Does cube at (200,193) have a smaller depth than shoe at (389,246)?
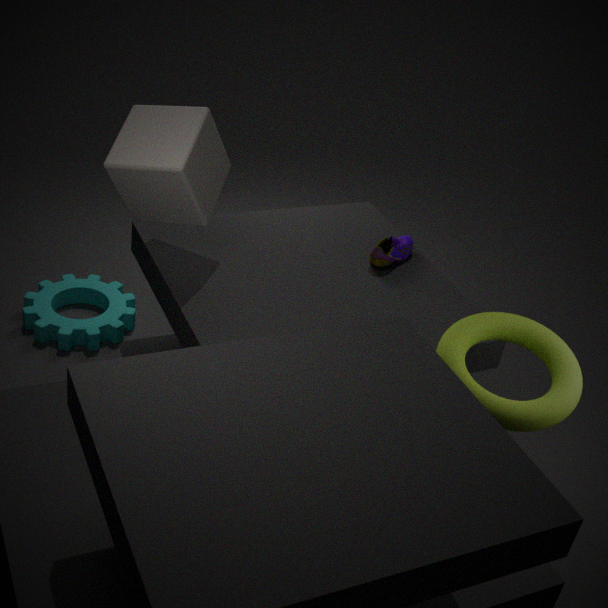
Yes
